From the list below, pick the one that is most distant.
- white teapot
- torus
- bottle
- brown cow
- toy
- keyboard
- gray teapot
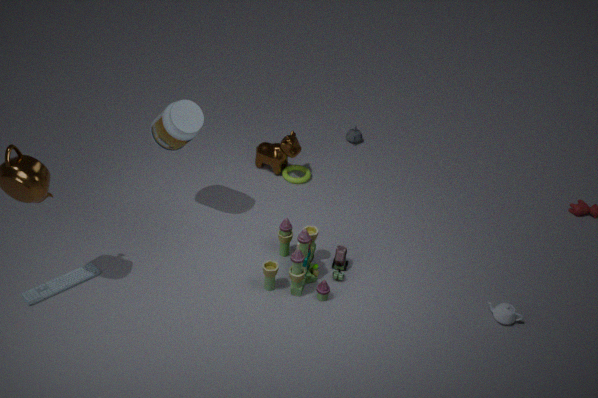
gray teapot
